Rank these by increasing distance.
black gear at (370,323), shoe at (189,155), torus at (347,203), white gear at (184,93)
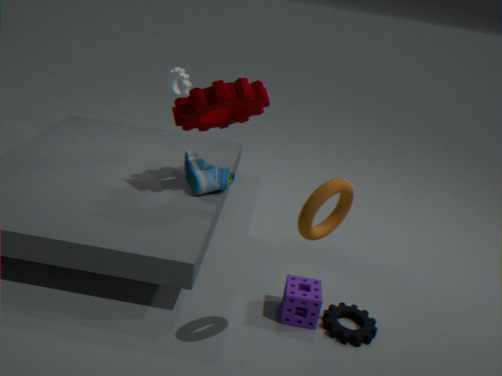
torus at (347,203), black gear at (370,323), shoe at (189,155), white gear at (184,93)
